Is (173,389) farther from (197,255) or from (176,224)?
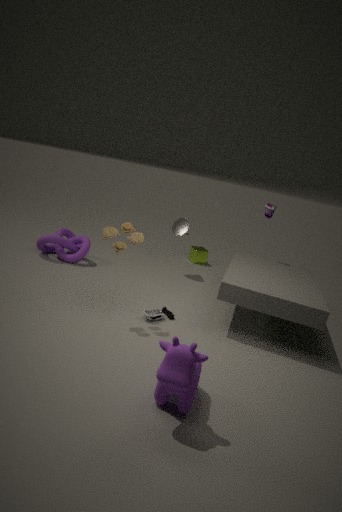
(197,255)
